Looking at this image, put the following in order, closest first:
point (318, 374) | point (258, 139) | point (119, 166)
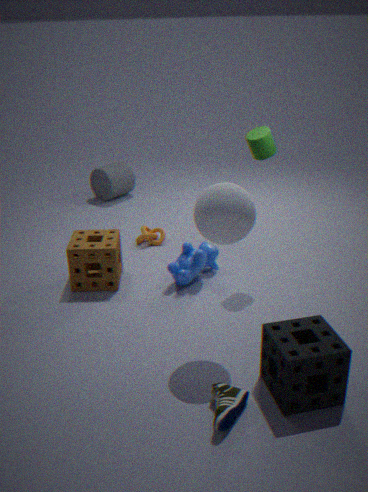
1. point (318, 374)
2. point (258, 139)
3. point (119, 166)
